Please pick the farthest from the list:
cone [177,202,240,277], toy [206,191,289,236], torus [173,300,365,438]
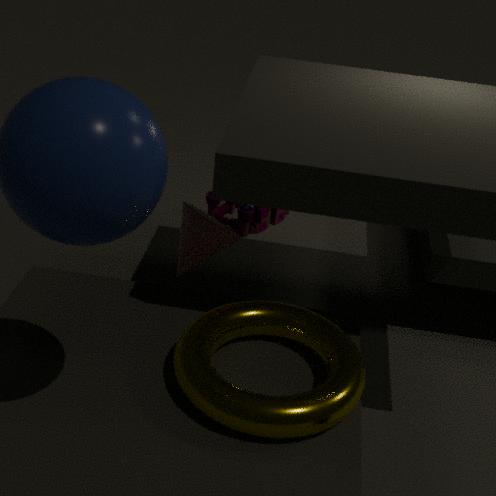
toy [206,191,289,236]
